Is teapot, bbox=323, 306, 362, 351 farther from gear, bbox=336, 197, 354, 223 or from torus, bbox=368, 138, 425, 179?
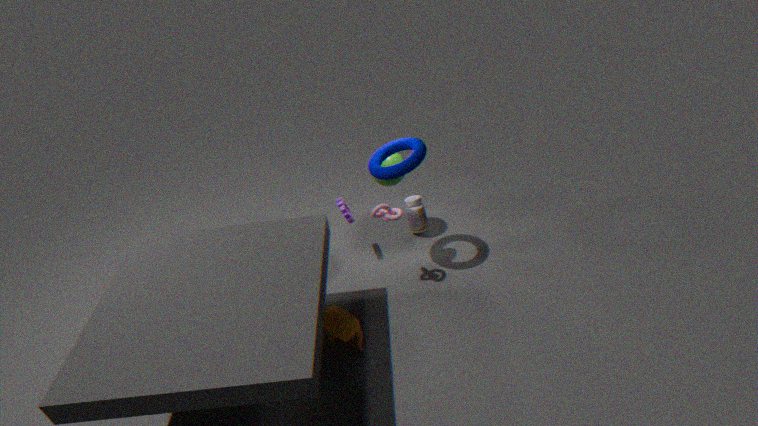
torus, bbox=368, 138, 425, 179
